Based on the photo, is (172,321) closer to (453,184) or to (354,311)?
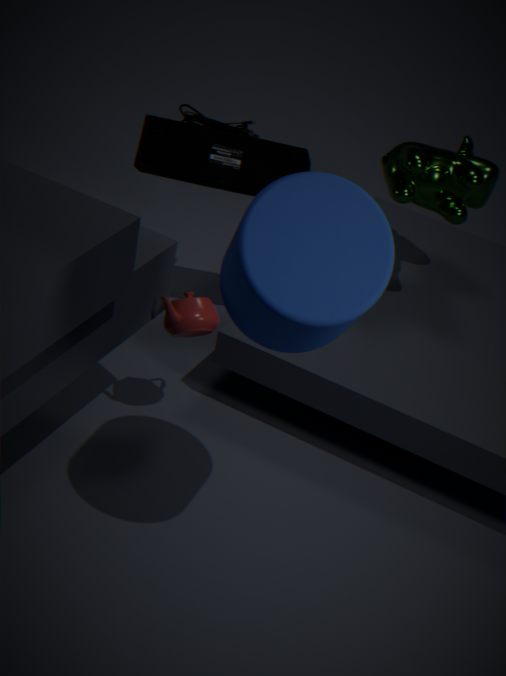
(354,311)
